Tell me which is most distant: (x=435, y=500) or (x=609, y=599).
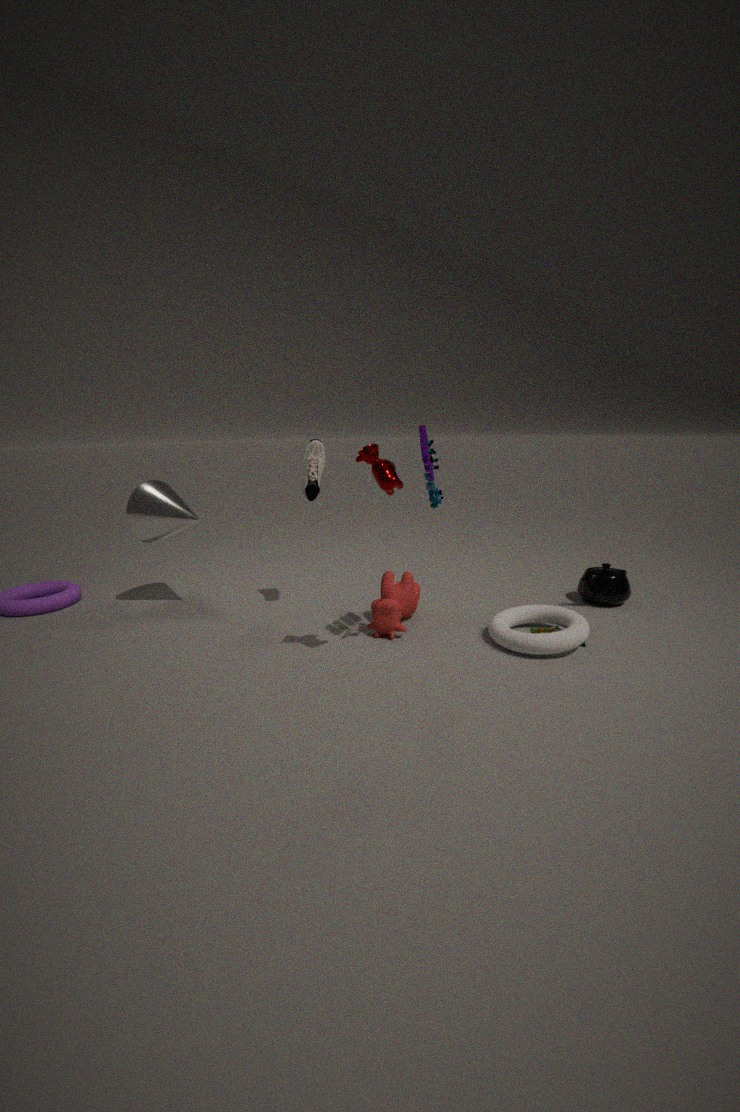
(x=609, y=599)
